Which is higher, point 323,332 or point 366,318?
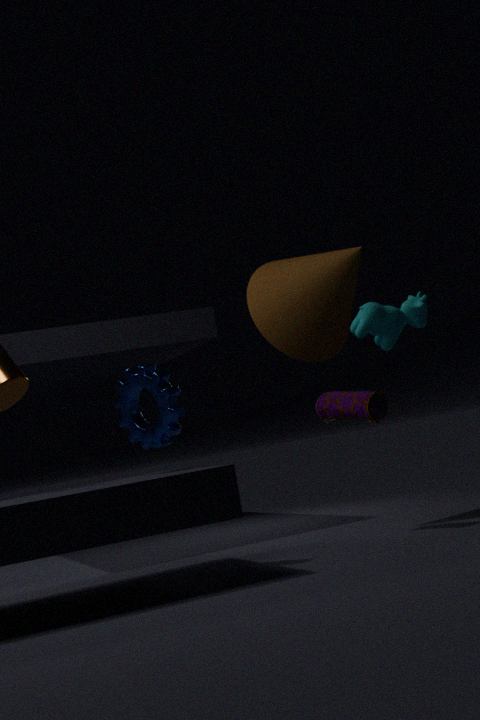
point 323,332
